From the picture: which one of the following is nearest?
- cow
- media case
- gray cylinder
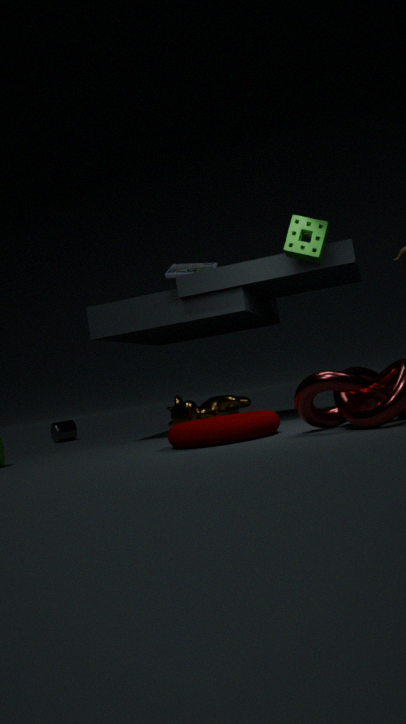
cow
